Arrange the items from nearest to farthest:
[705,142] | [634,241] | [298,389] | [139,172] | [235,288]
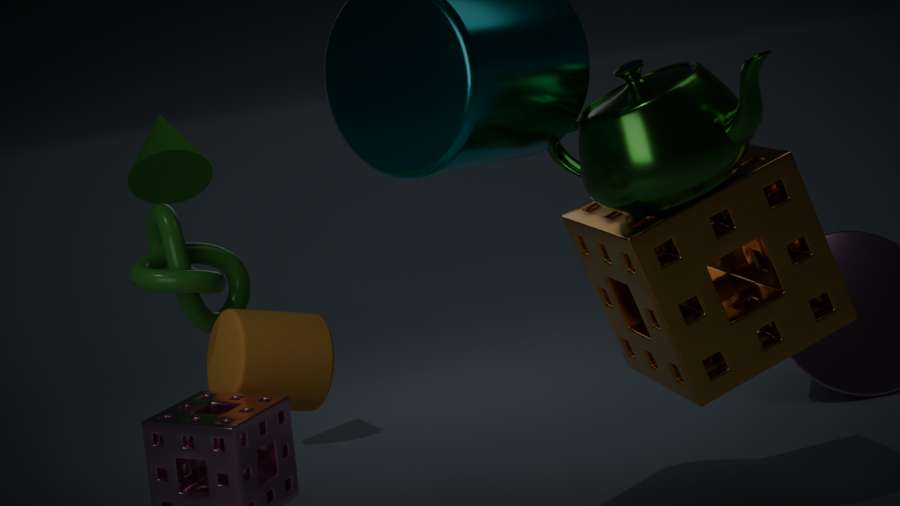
[298,389], [705,142], [634,241], [235,288], [139,172]
